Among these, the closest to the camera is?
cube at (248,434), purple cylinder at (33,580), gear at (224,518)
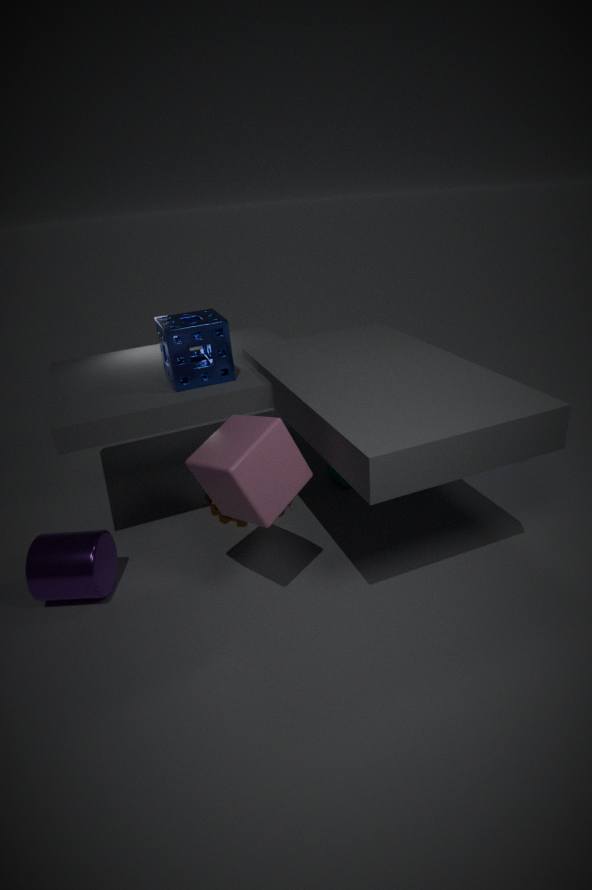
cube at (248,434)
